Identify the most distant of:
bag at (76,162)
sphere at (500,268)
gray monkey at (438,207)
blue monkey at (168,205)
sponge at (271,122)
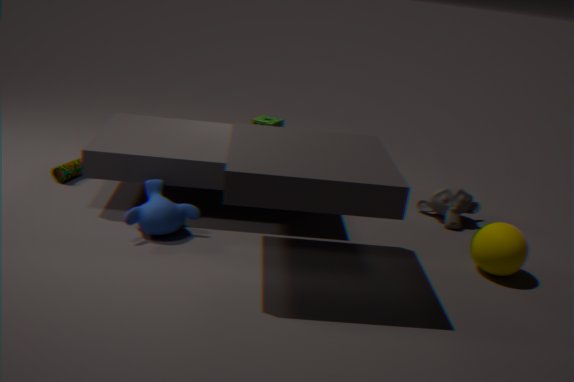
gray monkey at (438,207)
